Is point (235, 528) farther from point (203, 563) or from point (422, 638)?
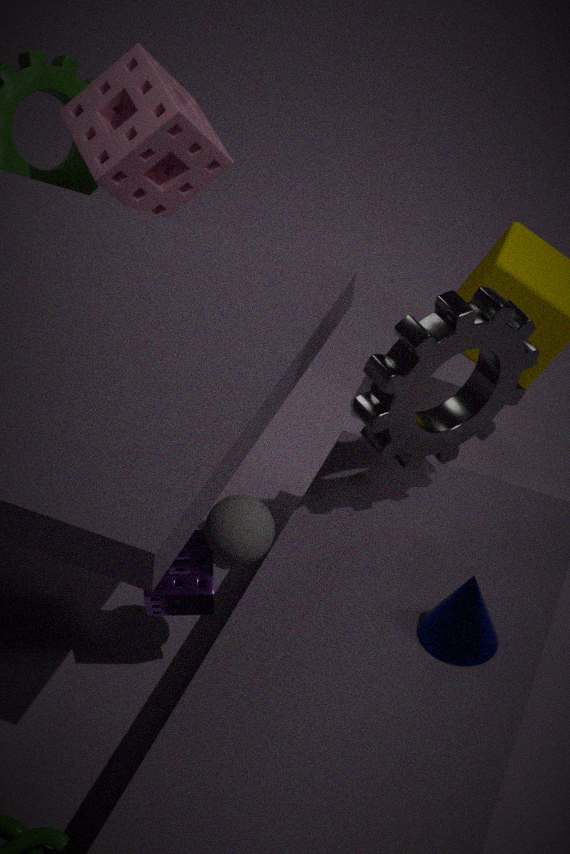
point (422, 638)
